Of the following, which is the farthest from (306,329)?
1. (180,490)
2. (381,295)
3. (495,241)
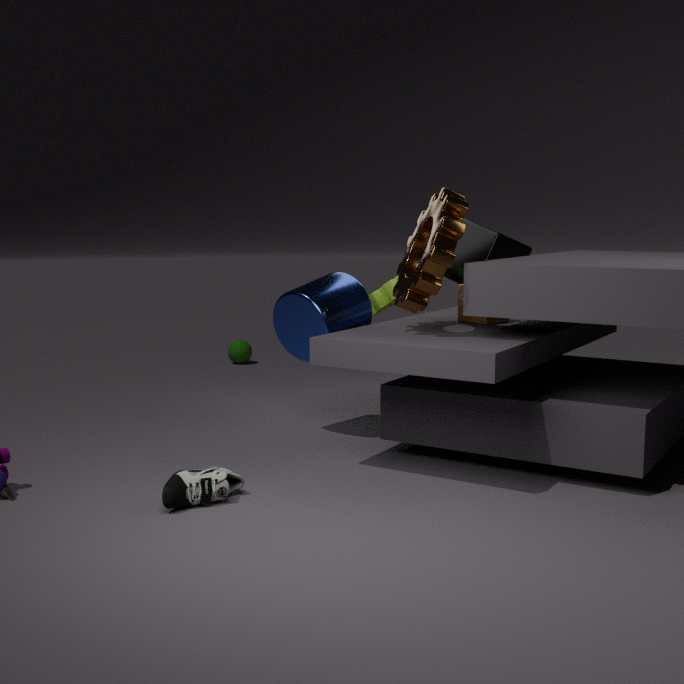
(495,241)
